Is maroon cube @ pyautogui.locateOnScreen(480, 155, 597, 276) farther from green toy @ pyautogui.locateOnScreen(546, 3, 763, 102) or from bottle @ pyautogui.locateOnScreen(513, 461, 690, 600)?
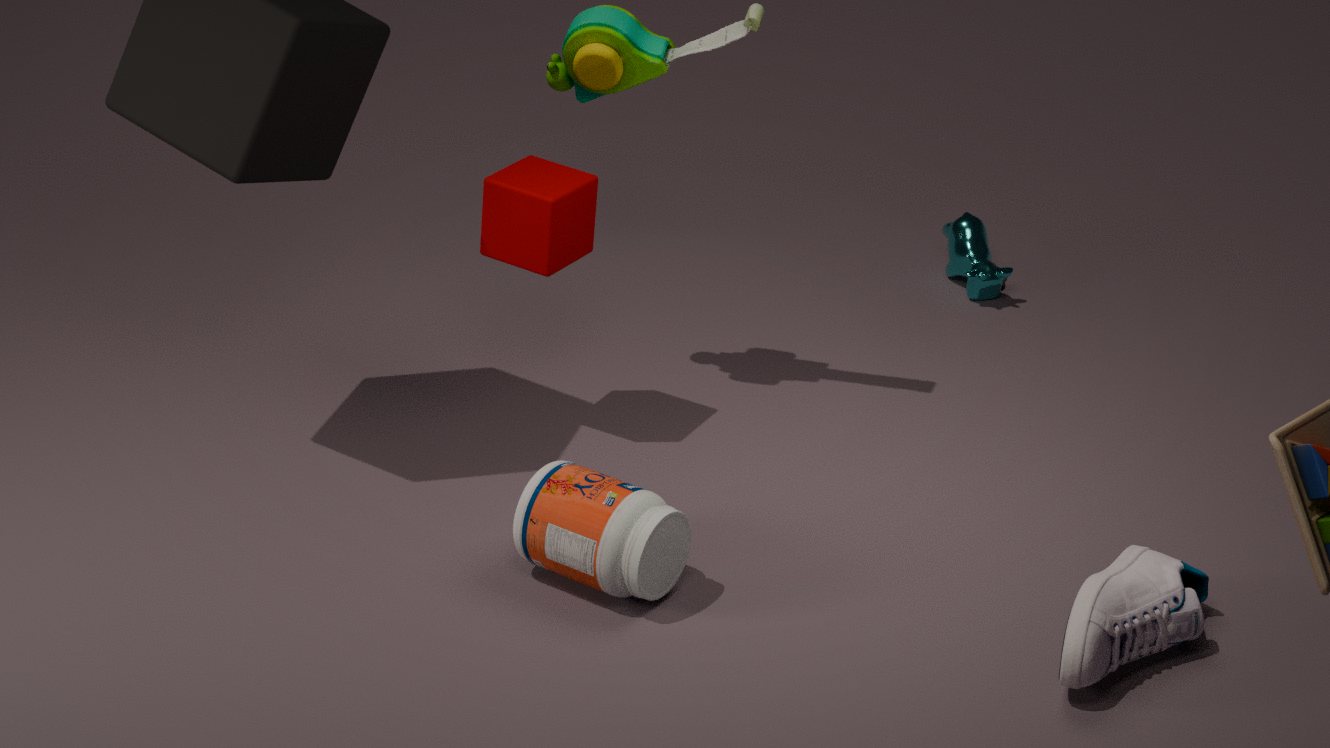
bottle @ pyautogui.locateOnScreen(513, 461, 690, 600)
